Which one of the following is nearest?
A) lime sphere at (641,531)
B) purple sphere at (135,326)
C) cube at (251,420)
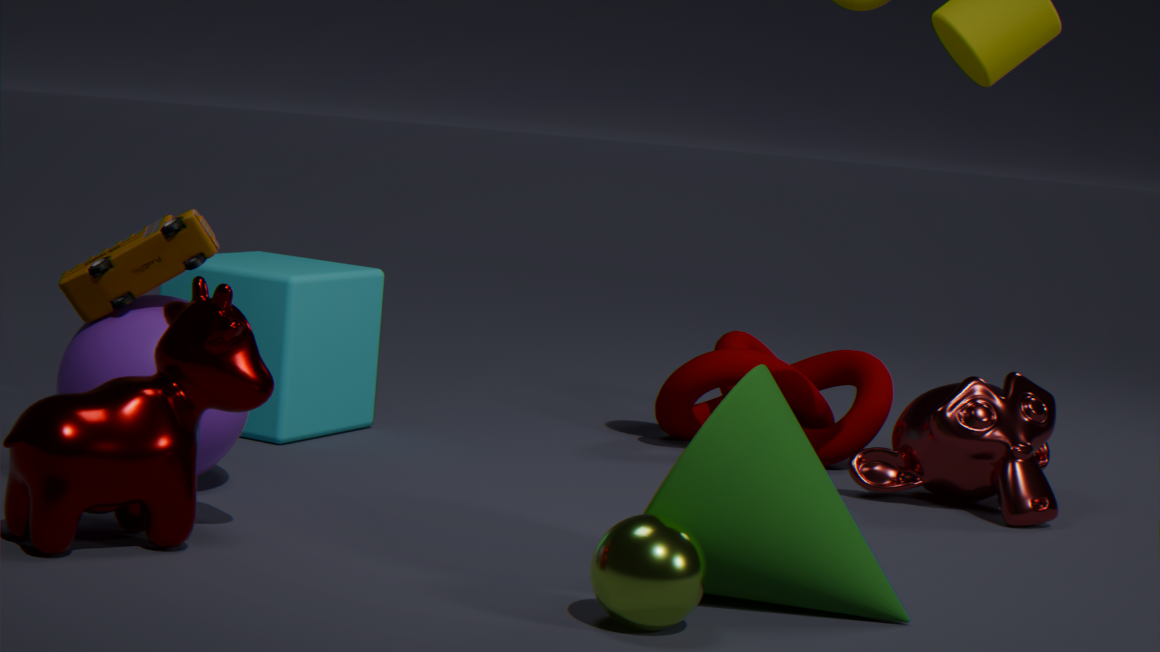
lime sphere at (641,531)
